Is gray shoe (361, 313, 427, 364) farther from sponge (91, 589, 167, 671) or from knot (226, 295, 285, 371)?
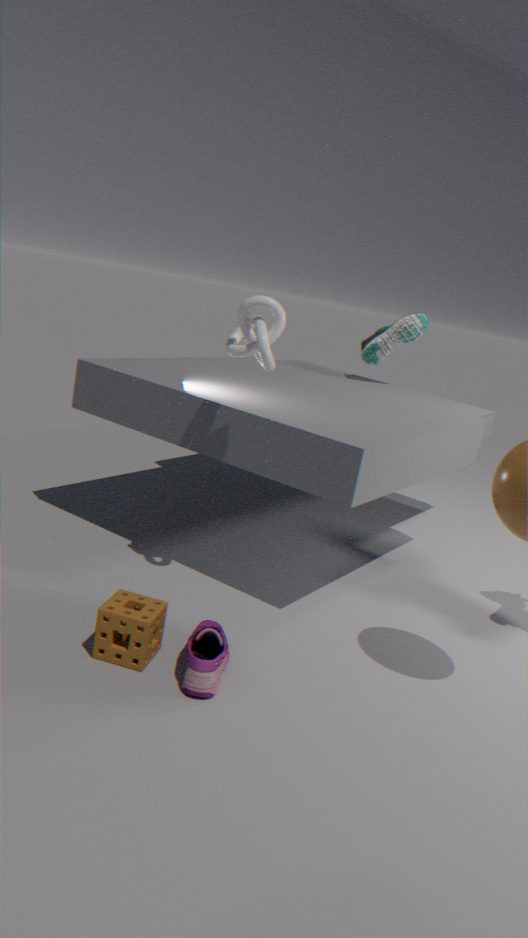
sponge (91, 589, 167, 671)
